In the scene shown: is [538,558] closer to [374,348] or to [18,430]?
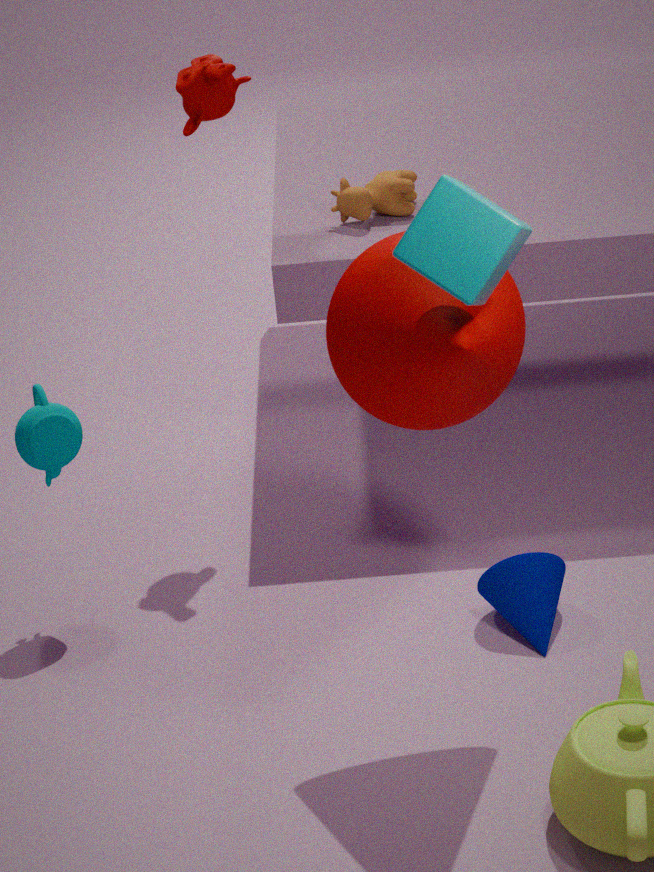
[374,348]
